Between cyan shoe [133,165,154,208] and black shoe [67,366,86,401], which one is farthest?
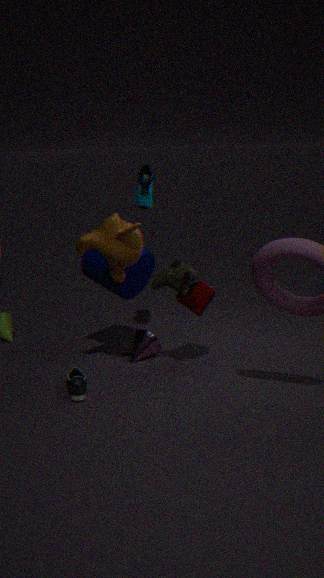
cyan shoe [133,165,154,208]
